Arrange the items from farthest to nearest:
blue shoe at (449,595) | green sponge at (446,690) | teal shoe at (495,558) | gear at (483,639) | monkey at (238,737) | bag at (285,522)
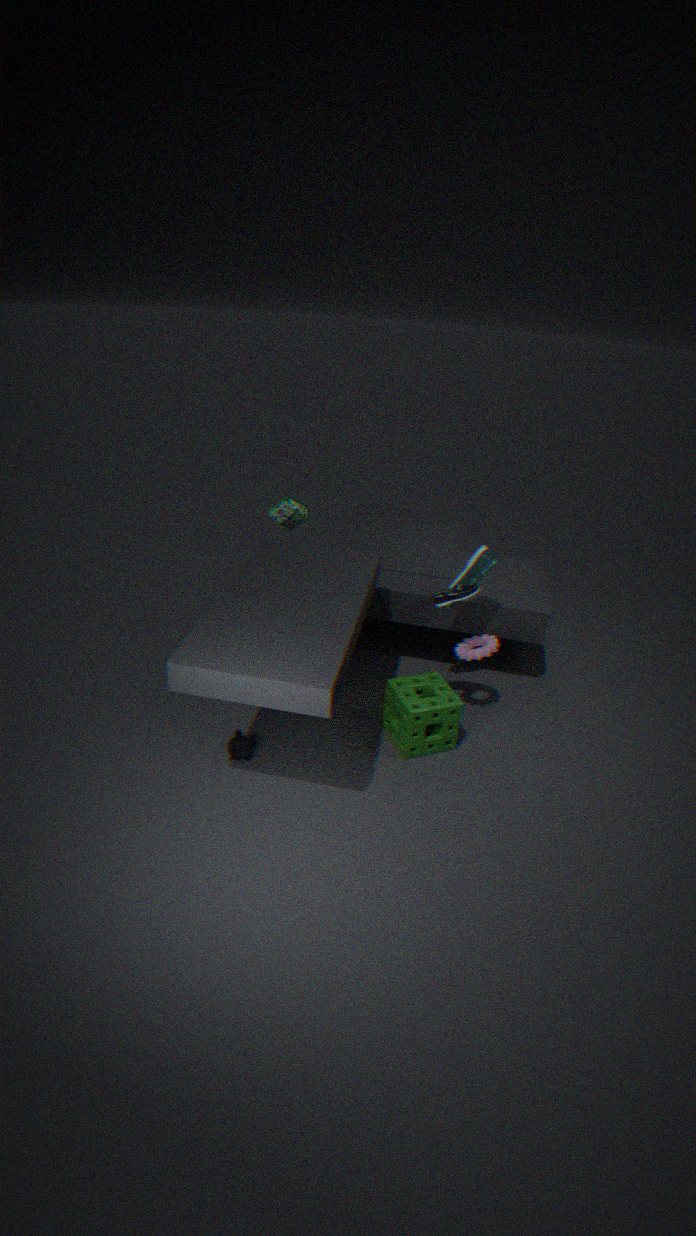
bag at (285,522) < teal shoe at (495,558) < gear at (483,639) < green sponge at (446,690) < monkey at (238,737) < blue shoe at (449,595)
